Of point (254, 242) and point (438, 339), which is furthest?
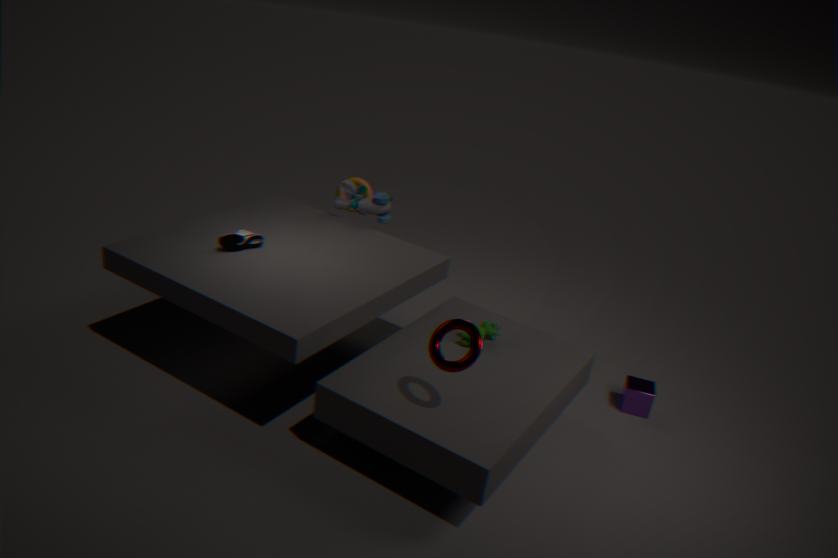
point (254, 242)
